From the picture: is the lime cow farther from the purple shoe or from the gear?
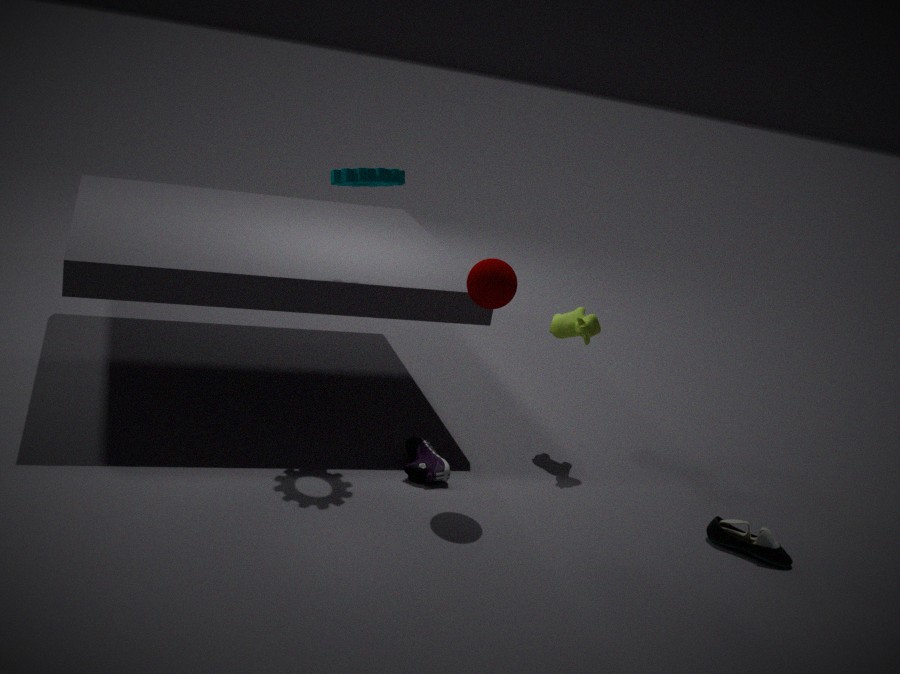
the gear
